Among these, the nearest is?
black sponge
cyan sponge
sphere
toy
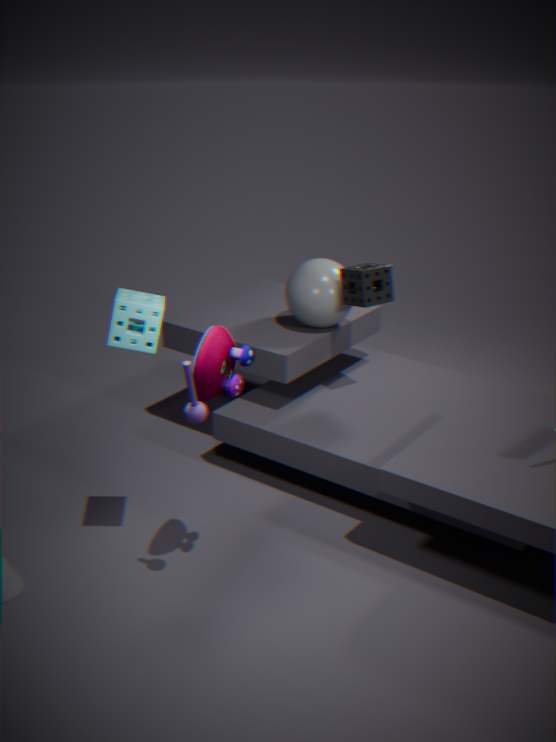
toy
